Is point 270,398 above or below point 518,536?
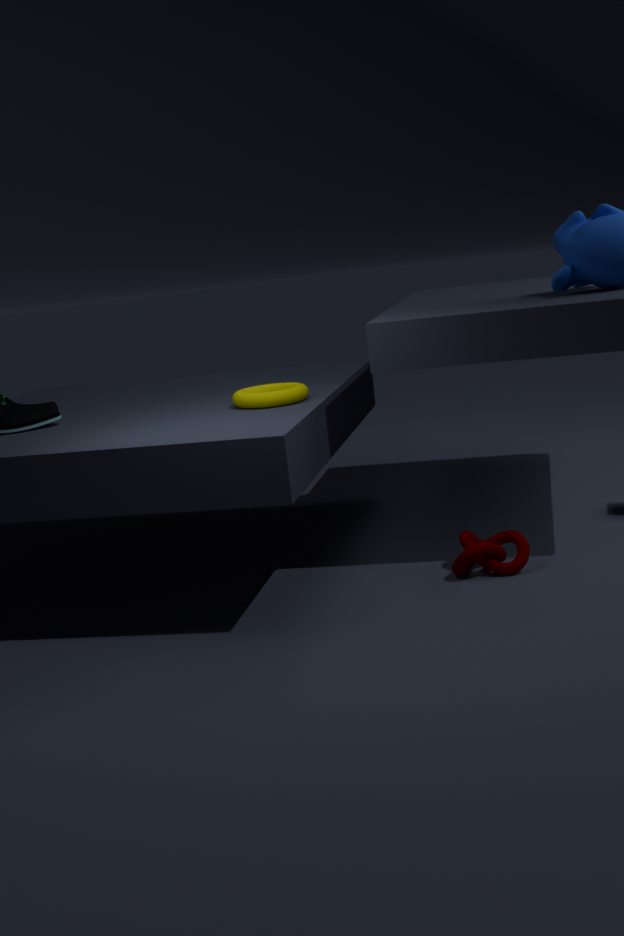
above
